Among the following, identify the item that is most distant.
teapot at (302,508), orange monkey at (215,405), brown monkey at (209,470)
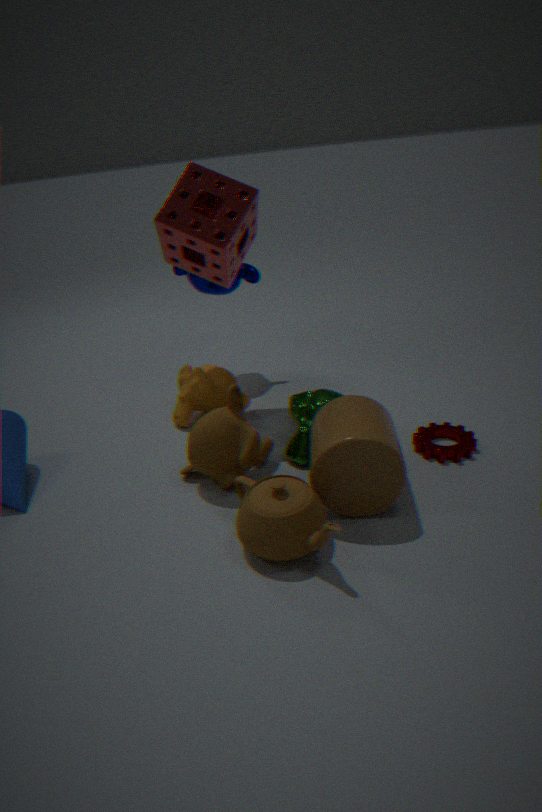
orange monkey at (215,405)
